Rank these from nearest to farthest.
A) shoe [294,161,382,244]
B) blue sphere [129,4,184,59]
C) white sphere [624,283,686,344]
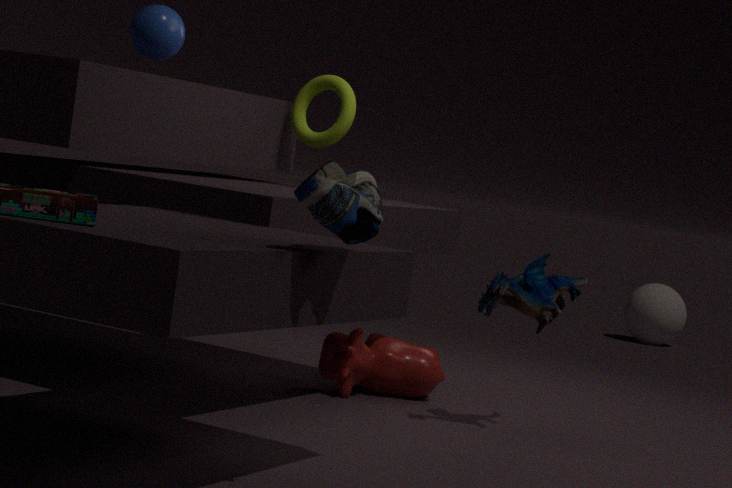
shoe [294,161,382,244], blue sphere [129,4,184,59], white sphere [624,283,686,344]
